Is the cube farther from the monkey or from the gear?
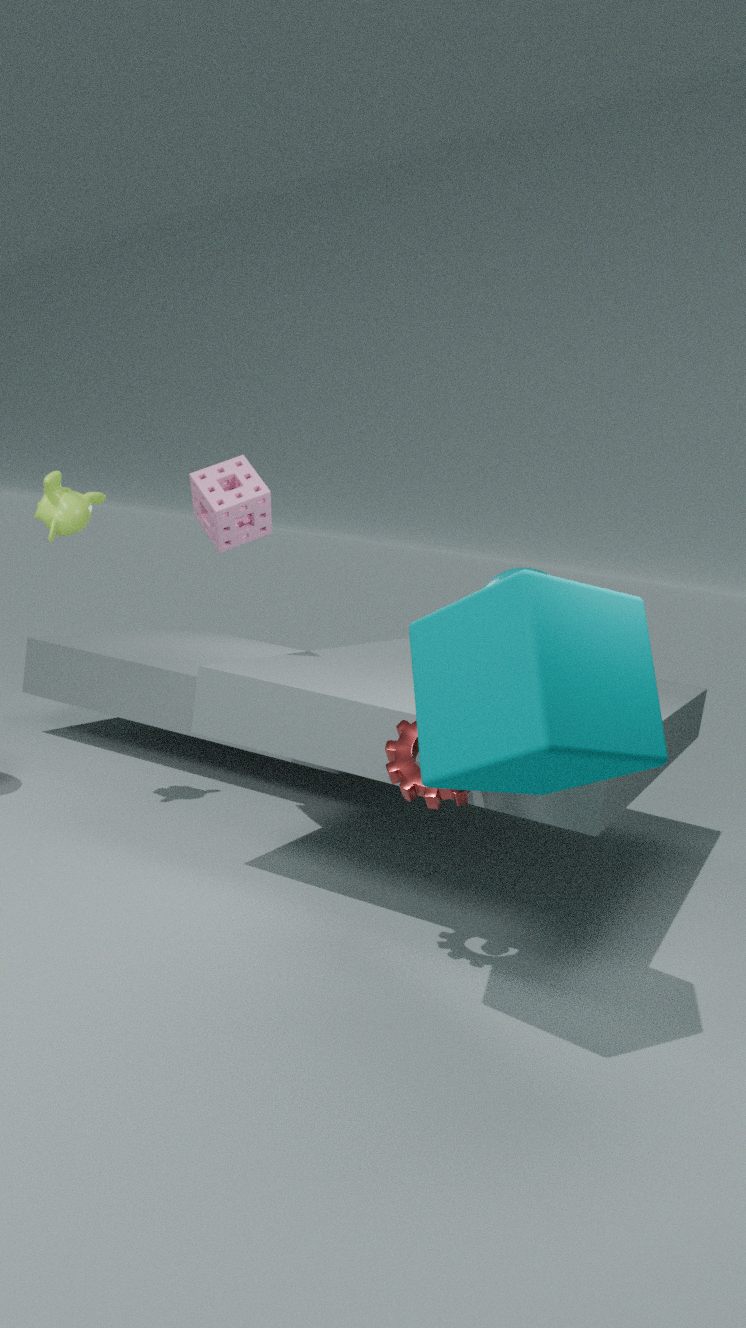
the monkey
